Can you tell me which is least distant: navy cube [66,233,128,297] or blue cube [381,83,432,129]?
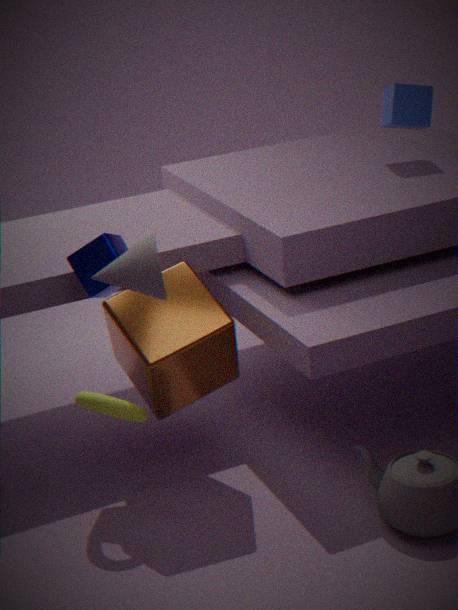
navy cube [66,233,128,297]
